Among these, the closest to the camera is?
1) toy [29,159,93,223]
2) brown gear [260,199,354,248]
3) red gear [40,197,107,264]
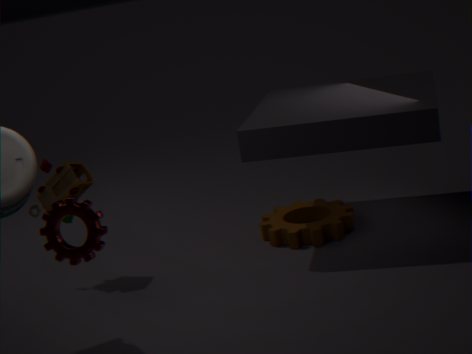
3. red gear [40,197,107,264]
